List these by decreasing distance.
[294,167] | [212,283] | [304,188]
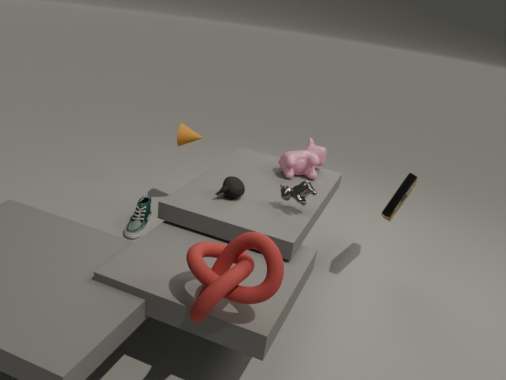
[294,167]
[304,188]
[212,283]
